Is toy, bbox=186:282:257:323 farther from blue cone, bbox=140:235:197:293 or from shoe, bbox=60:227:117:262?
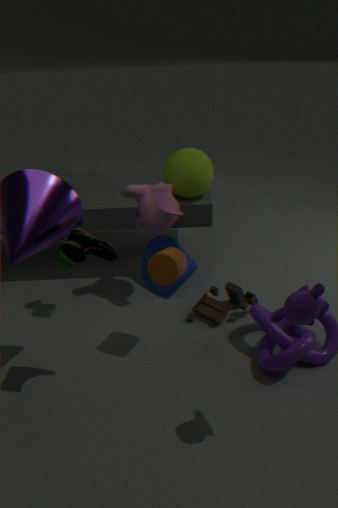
shoe, bbox=60:227:117:262
